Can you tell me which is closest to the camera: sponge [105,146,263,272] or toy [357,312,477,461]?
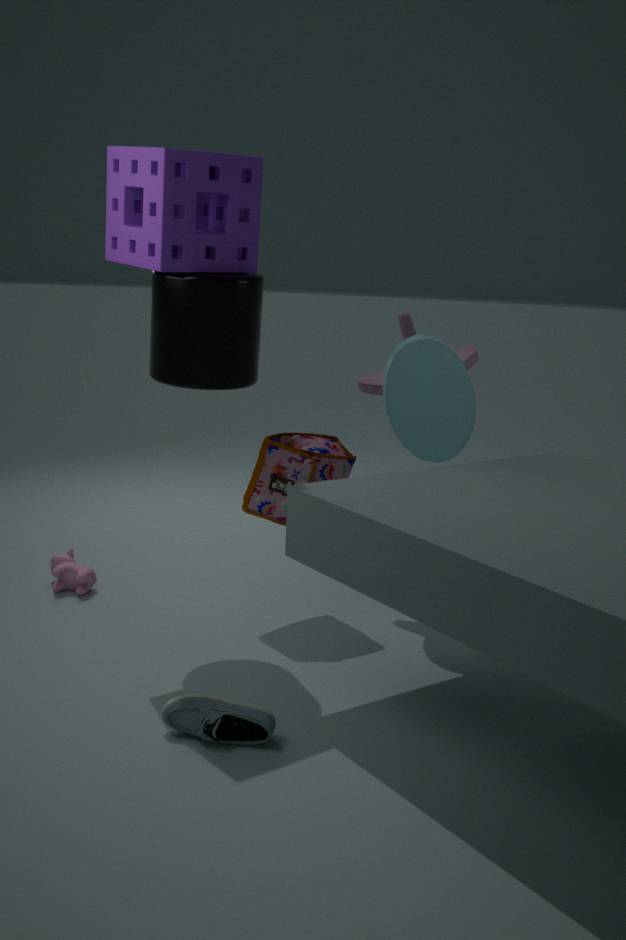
sponge [105,146,263,272]
